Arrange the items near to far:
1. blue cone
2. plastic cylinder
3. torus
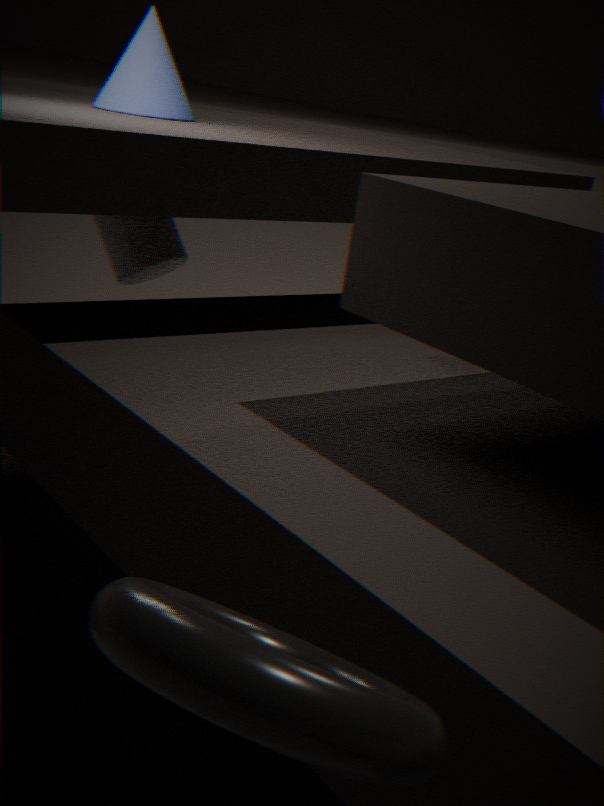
1. torus
2. blue cone
3. plastic cylinder
